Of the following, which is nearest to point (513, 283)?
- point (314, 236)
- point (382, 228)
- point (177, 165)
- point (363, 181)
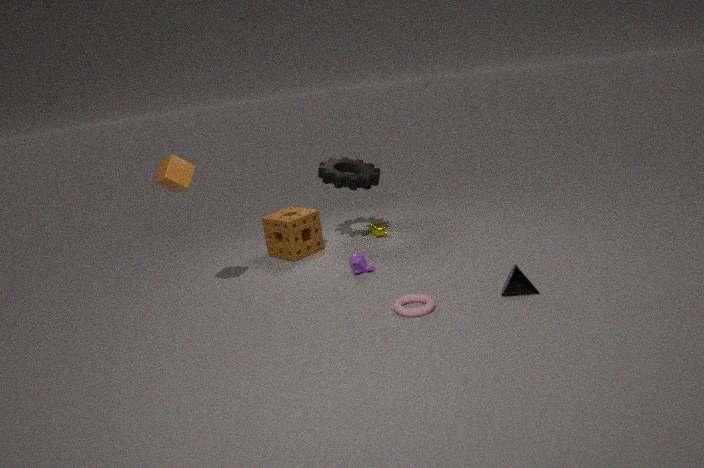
point (382, 228)
